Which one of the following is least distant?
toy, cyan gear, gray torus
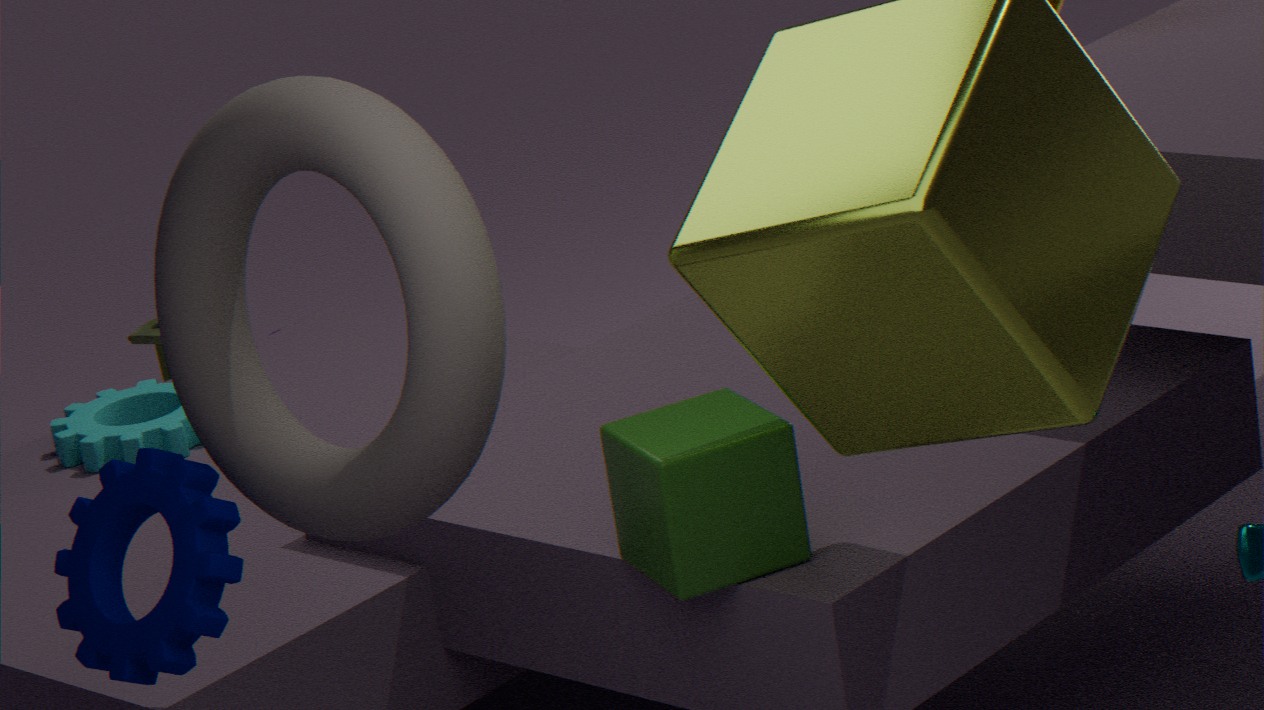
gray torus
